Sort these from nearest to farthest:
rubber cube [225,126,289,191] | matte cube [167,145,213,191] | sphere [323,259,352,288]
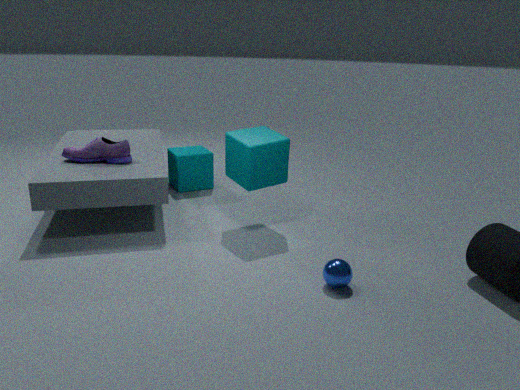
sphere [323,259,352,288] < rubber cube [225,126,289,191] < matte cube [167,145,213,191]
